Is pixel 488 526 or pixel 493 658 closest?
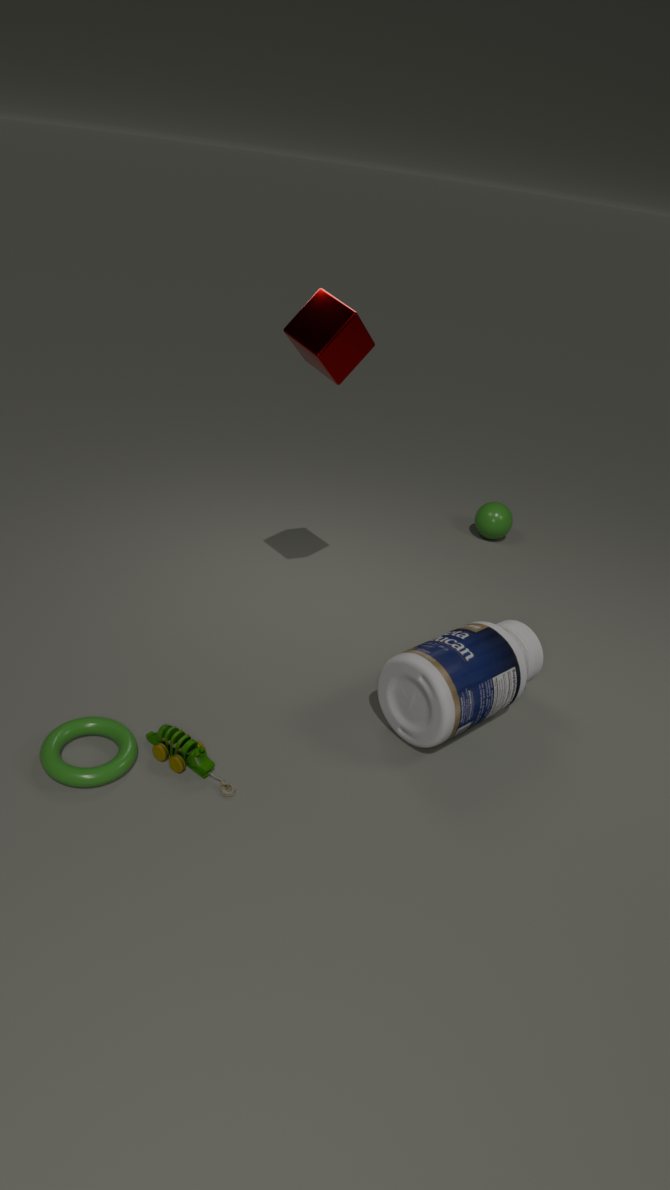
pixel 493 658
